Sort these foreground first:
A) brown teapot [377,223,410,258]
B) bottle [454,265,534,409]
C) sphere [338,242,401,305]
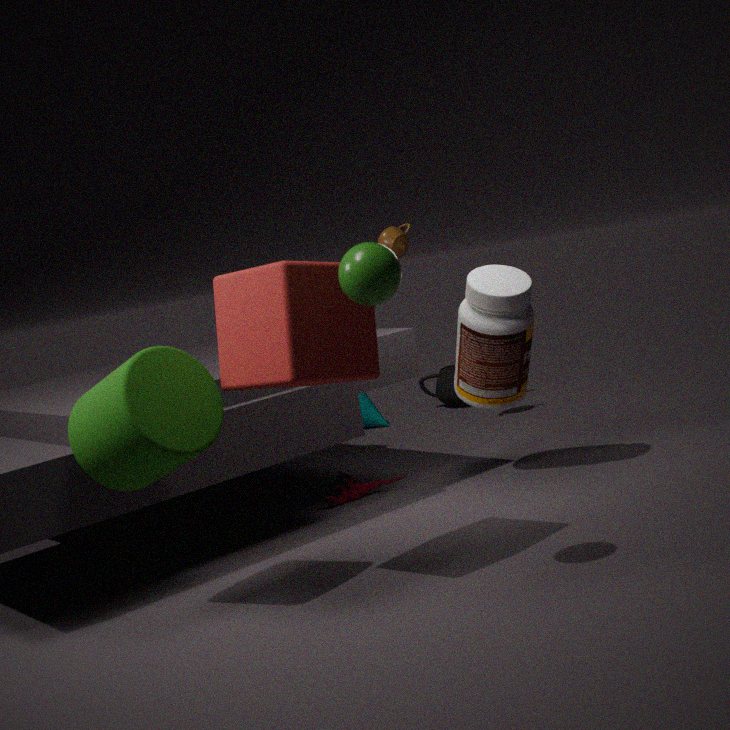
sphere [338,242,401,305], bottle [454,265,534,409], brown teapot [377,223,410,258]
